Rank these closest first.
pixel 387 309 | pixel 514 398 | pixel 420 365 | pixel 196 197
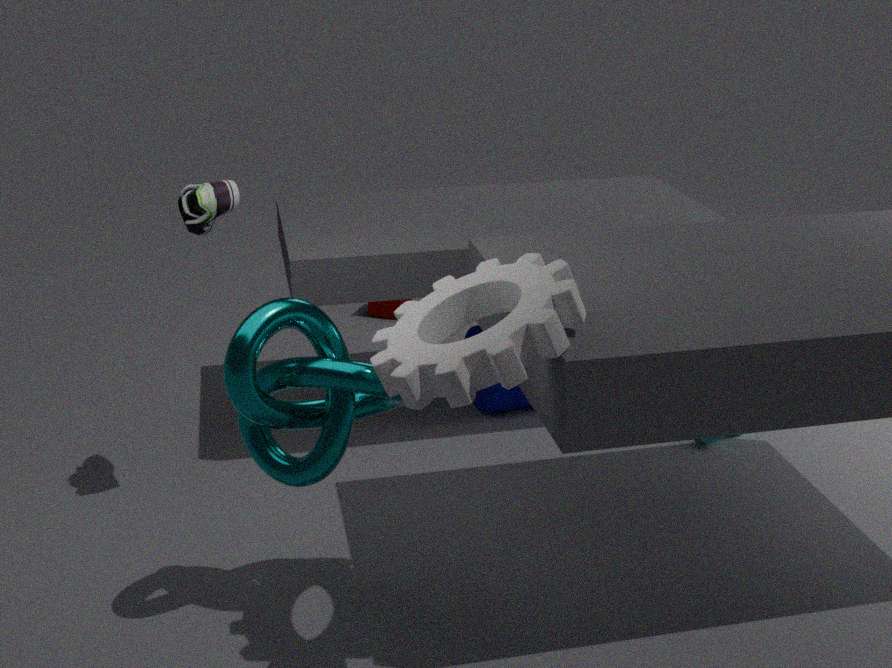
pixel 420 365 → pixel 196 197 → pixel 514 398 → pixel 387 309
